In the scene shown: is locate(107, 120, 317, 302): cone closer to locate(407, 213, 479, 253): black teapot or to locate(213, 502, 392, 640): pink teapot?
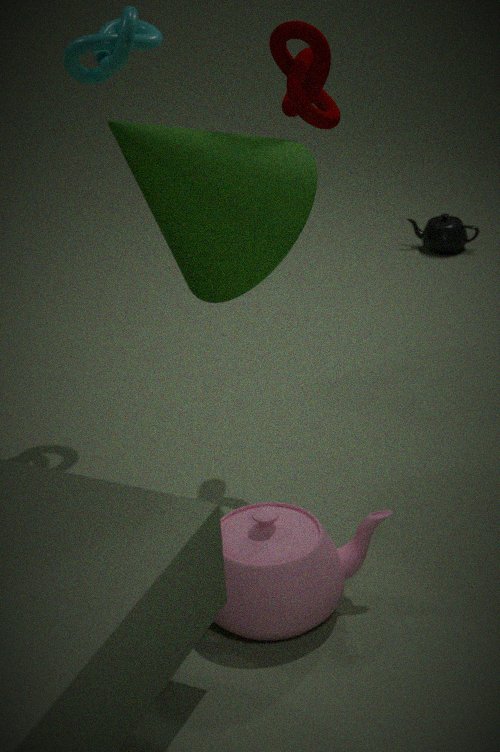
locate(213, 502, 392, 640): pink teapot
